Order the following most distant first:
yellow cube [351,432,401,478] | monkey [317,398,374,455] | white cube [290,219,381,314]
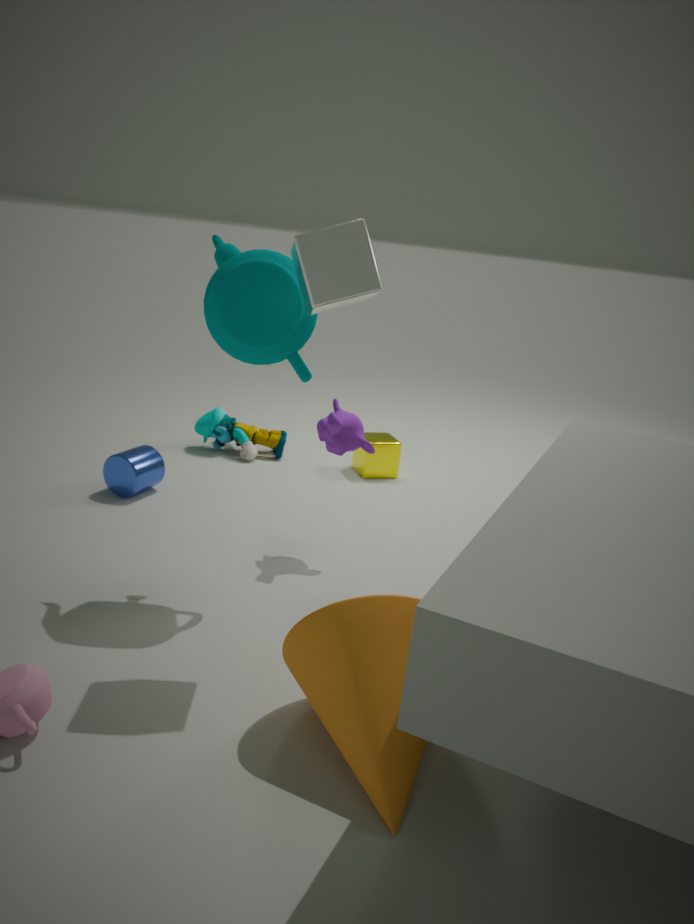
yellow cube [351,432,401,478] → monkey [317,398,374,455] → white cube [290,219,381,314]
